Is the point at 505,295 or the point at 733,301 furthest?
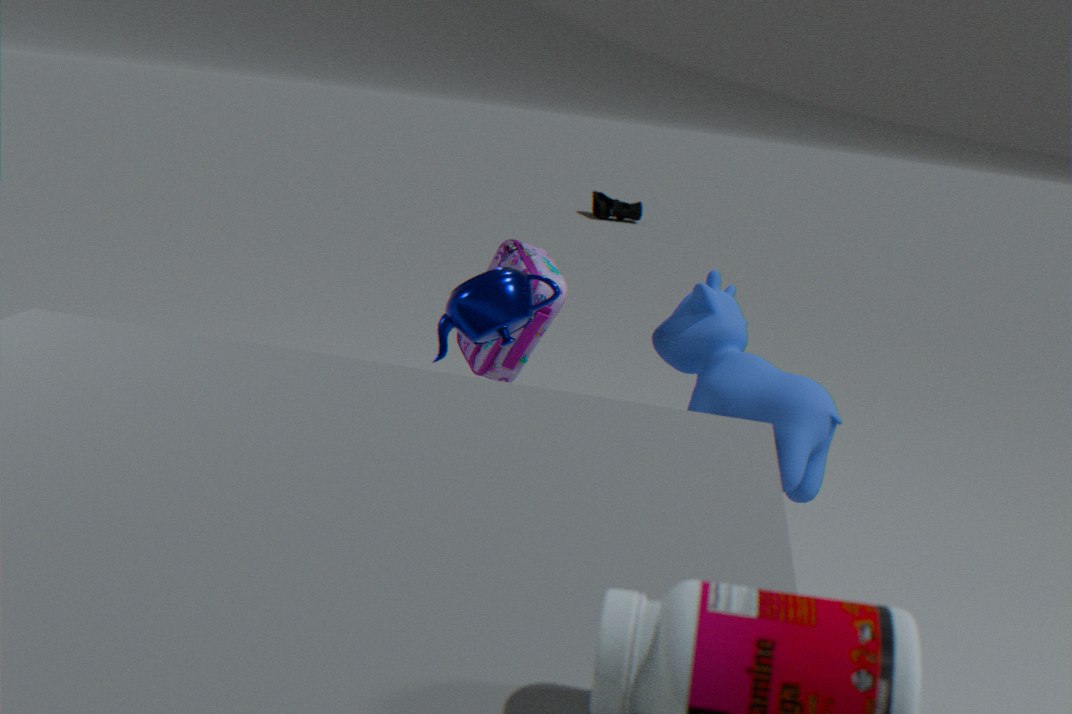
the point at 733,301
